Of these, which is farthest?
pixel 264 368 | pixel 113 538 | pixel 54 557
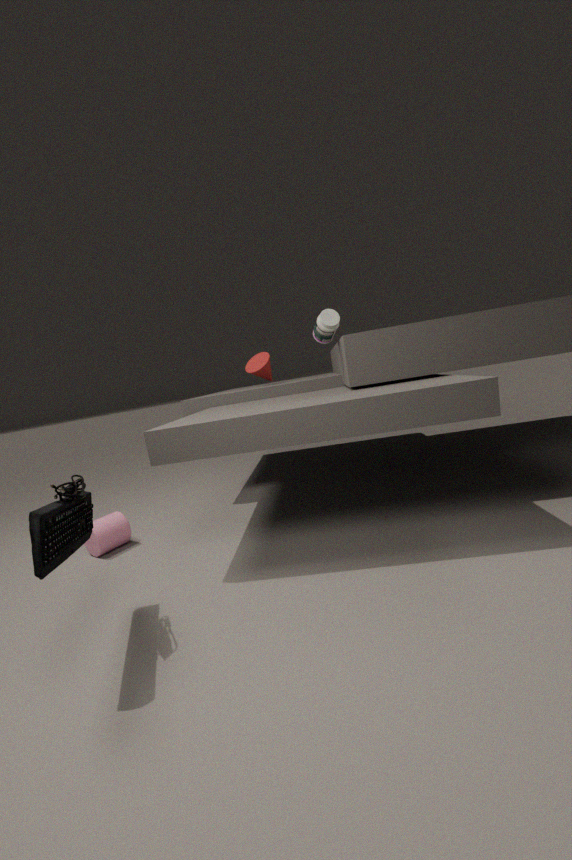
pixel 264 368
